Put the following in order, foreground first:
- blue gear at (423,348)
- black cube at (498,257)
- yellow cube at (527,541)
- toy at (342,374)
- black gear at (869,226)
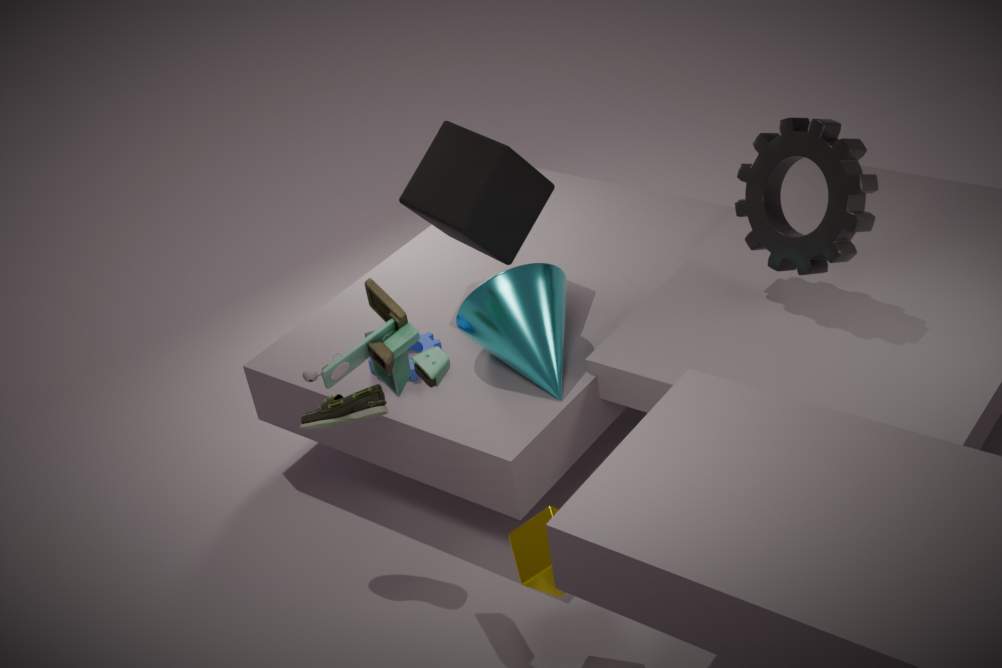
toy at (342,374) < yellow cube at (527,541) < black gear at (869,226) < blue gear at (423,348) < black cube at (498,257)
